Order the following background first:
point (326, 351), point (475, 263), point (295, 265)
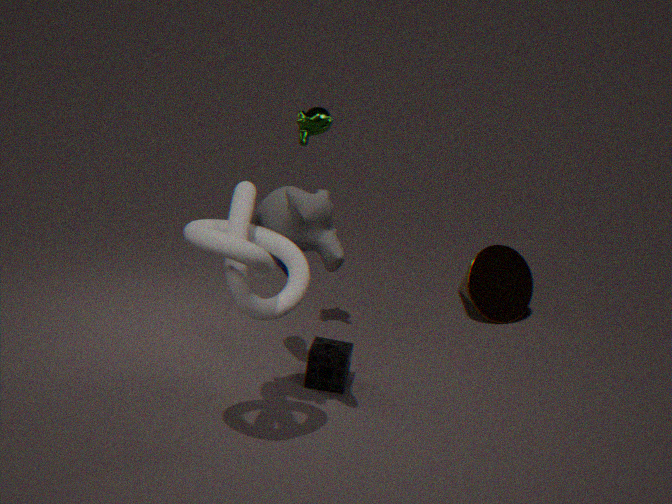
point (475, 263) < point (326, 351) < point (295, 265)
